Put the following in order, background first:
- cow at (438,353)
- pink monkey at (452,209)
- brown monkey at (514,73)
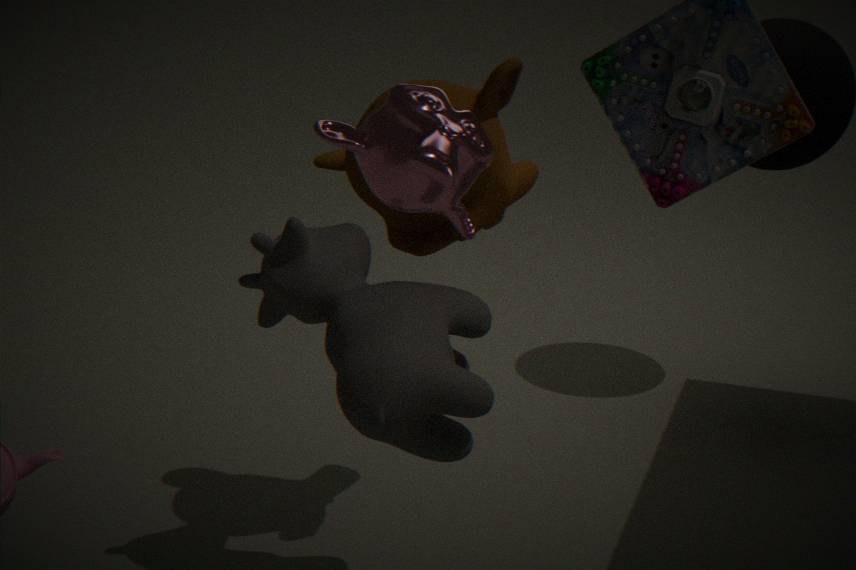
brown monkey at (514,73), cow at (438,353), pink monkey at (452,209)
